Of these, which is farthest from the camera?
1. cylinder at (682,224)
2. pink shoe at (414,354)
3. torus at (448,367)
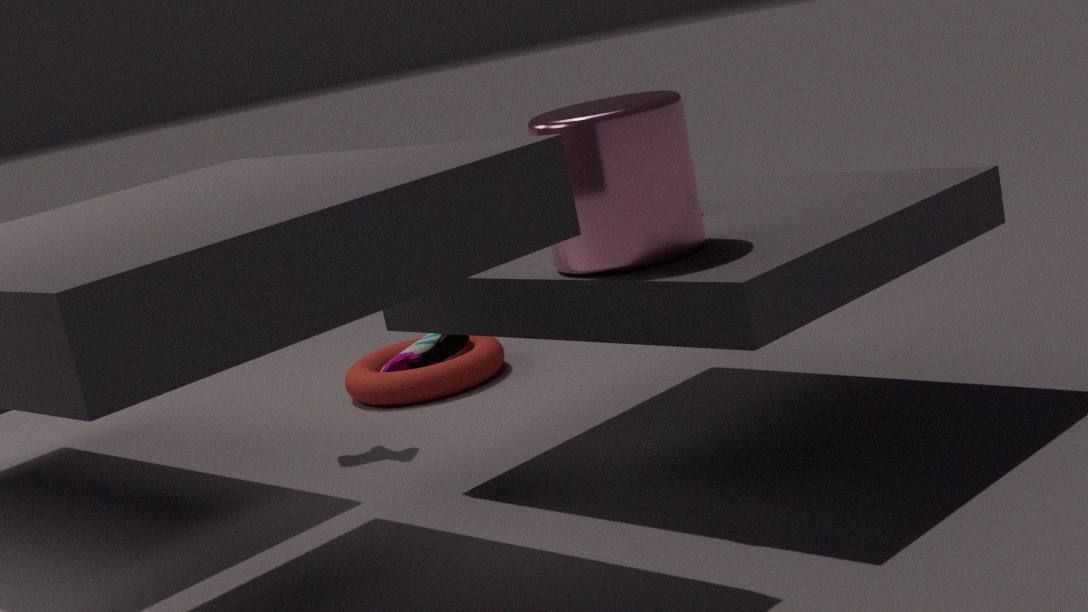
pink shoe at (414,354)
